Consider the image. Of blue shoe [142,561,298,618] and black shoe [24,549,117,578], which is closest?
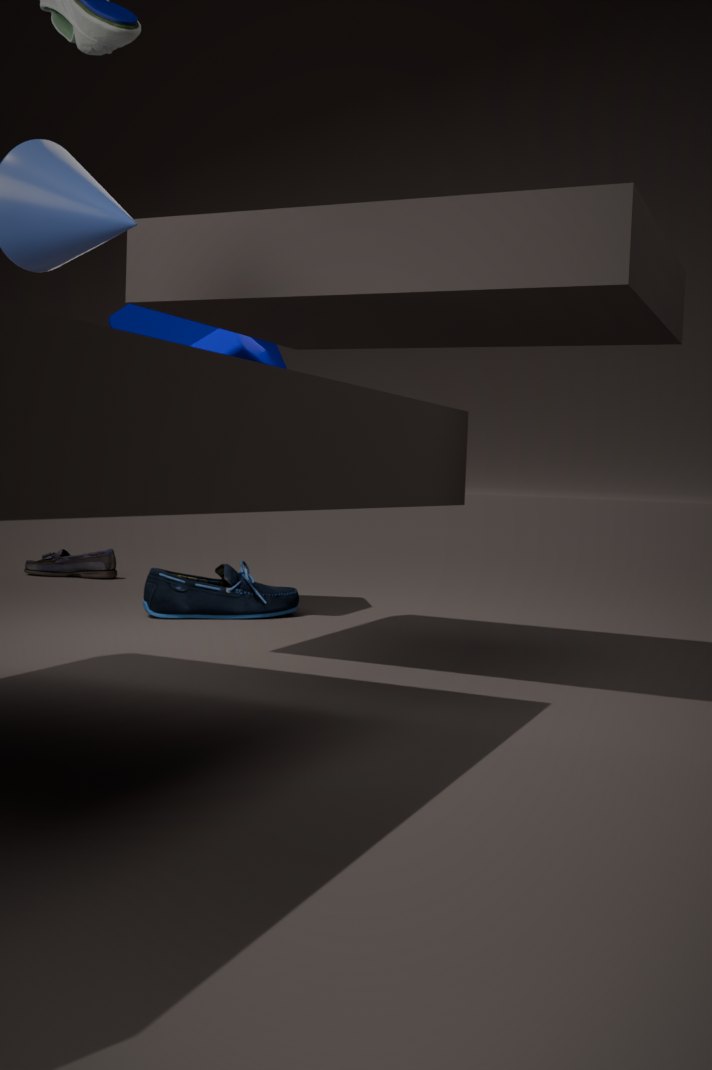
blue shoe [142,561,298,618]
